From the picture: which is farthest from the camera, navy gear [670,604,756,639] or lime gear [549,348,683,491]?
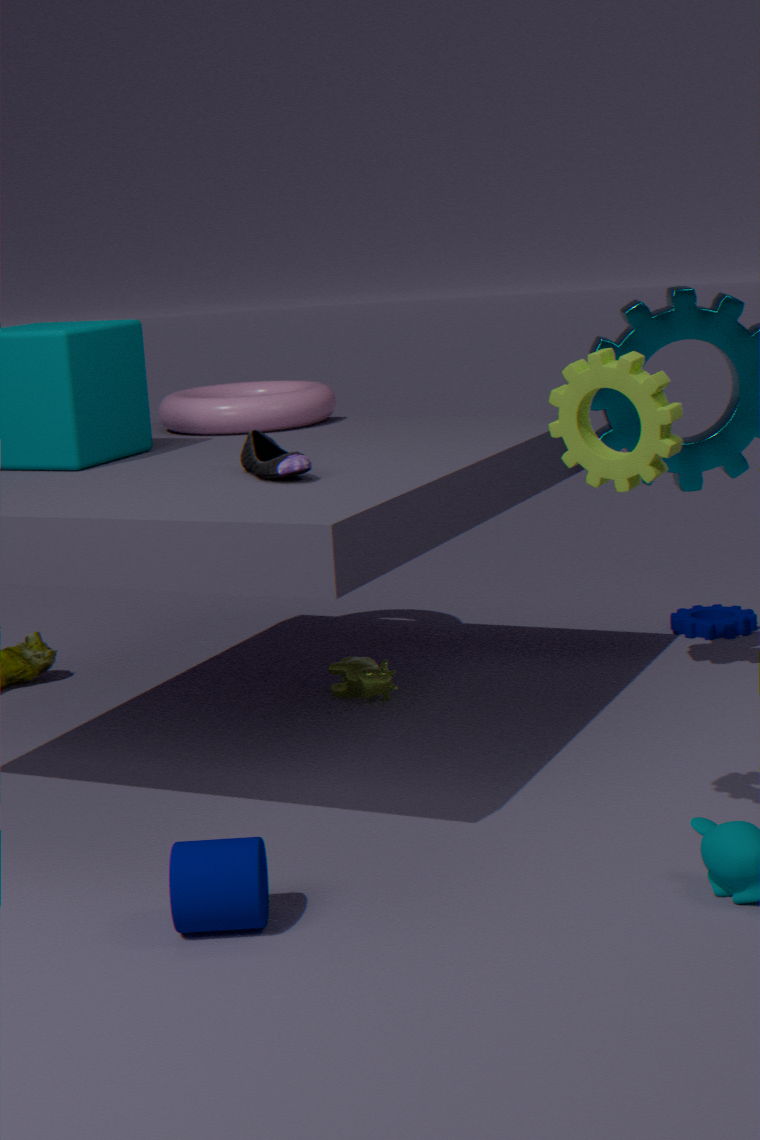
navy gear [670,604,756,639]
